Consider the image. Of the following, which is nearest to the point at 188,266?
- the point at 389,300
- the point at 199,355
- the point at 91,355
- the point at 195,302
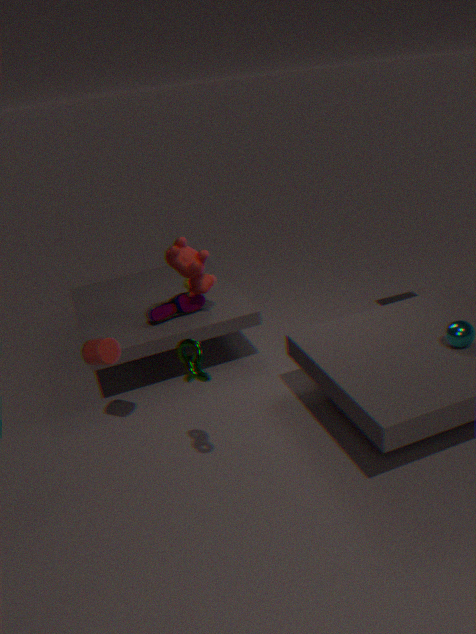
the point at 195,302
